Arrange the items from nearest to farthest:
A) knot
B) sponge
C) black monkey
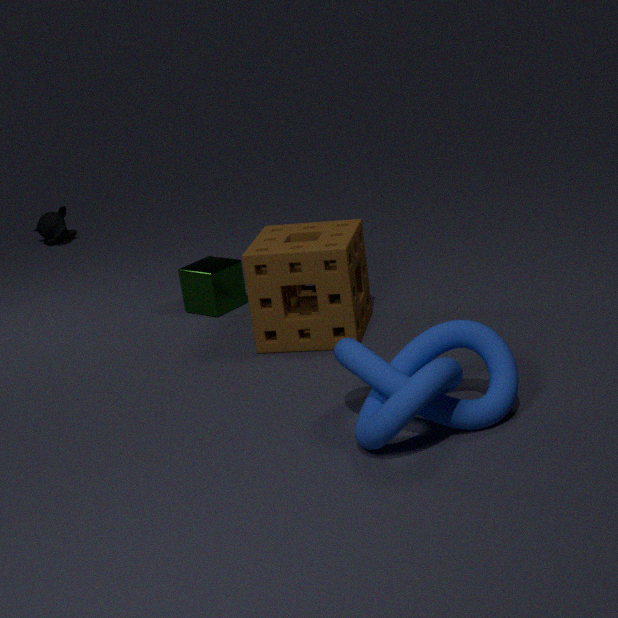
knot → sponge → black monkey
